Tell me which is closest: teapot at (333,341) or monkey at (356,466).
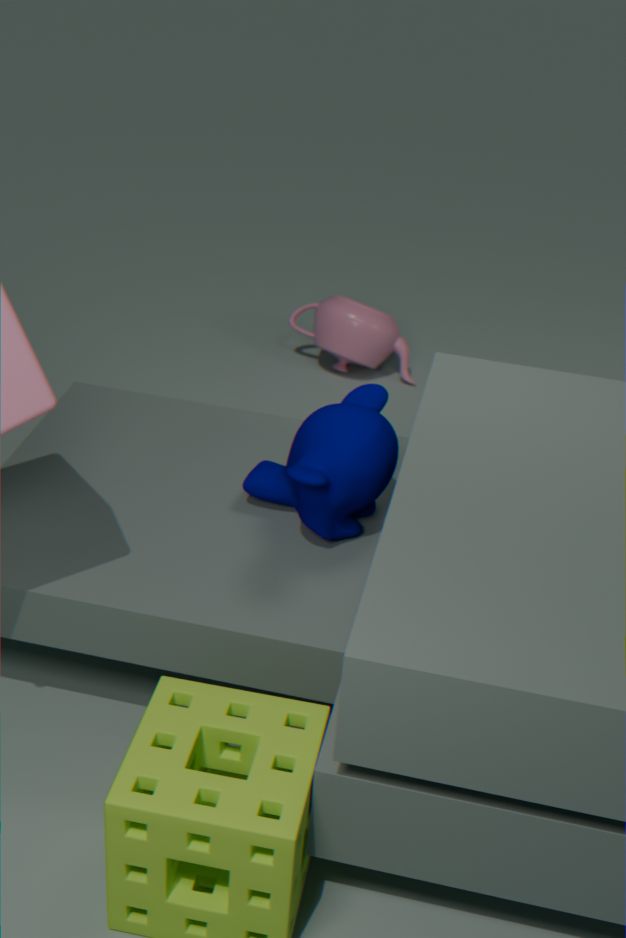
monkey at (356,466)
